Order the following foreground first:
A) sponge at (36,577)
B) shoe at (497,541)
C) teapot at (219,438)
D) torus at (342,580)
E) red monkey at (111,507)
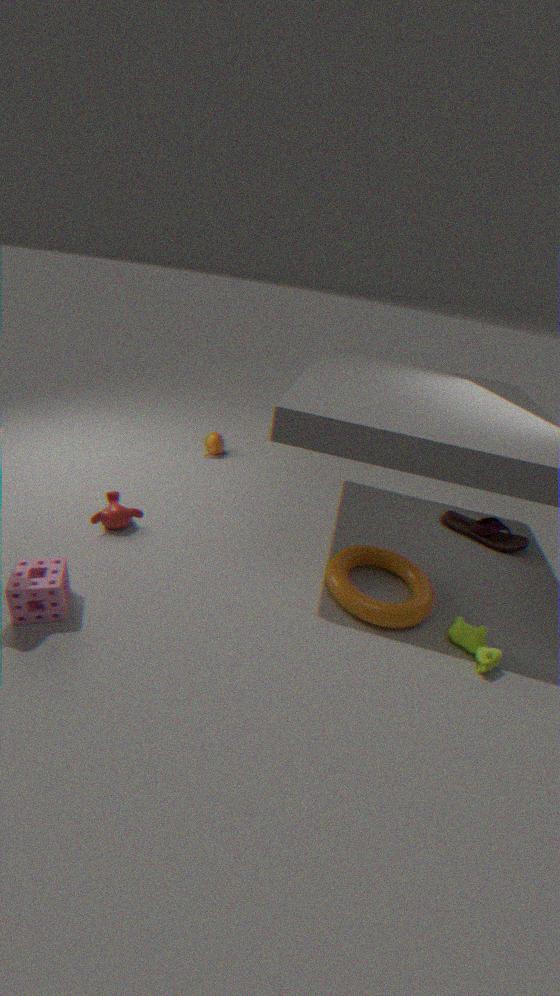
sponge at (36,577), torus at (342,580), red monkey at (111,507), shoe at (497,541), teapot at (219,438)
